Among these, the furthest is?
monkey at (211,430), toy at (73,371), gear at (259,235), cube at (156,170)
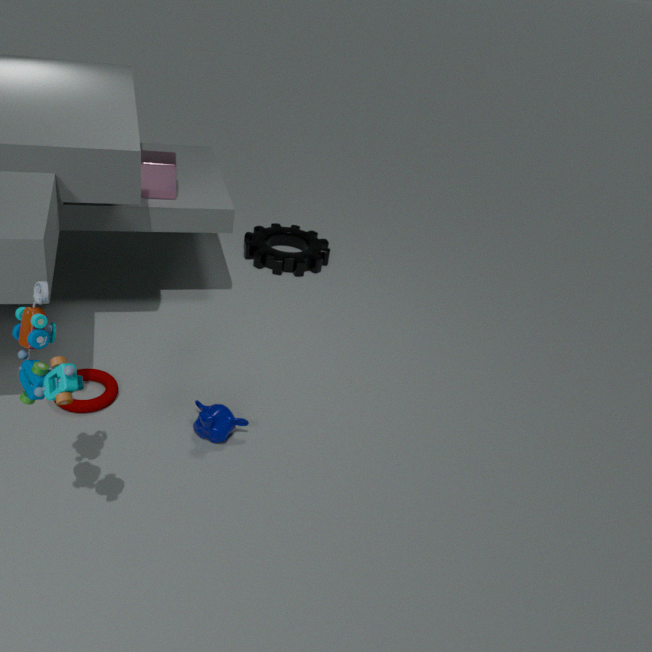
gear at (259,235)
